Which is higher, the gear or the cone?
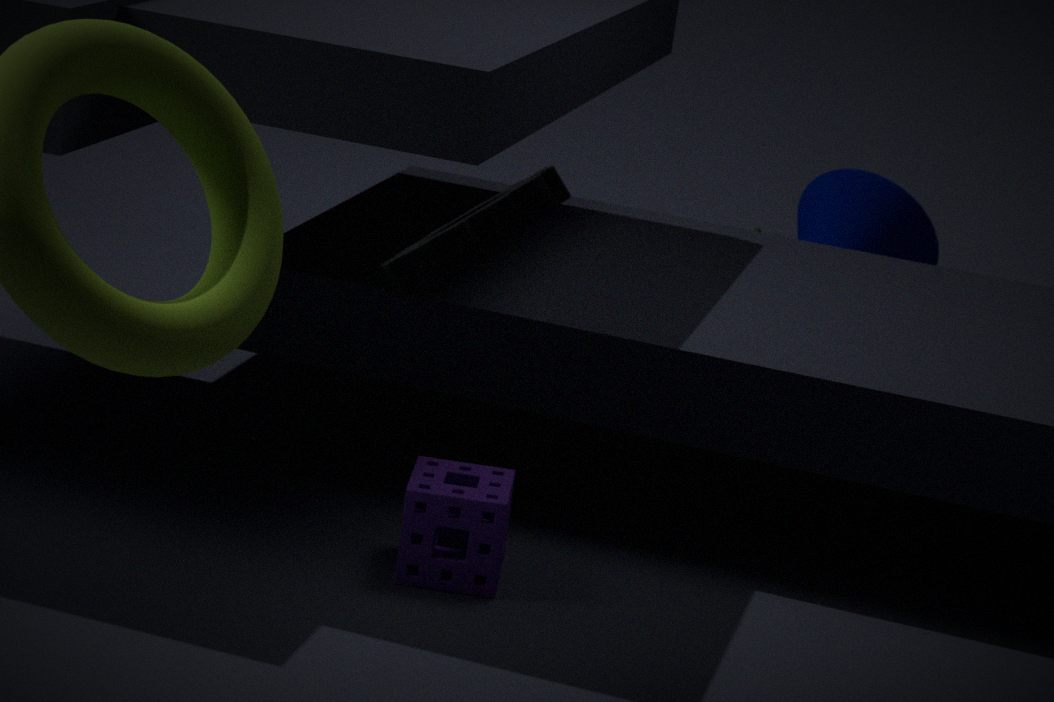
the gear
